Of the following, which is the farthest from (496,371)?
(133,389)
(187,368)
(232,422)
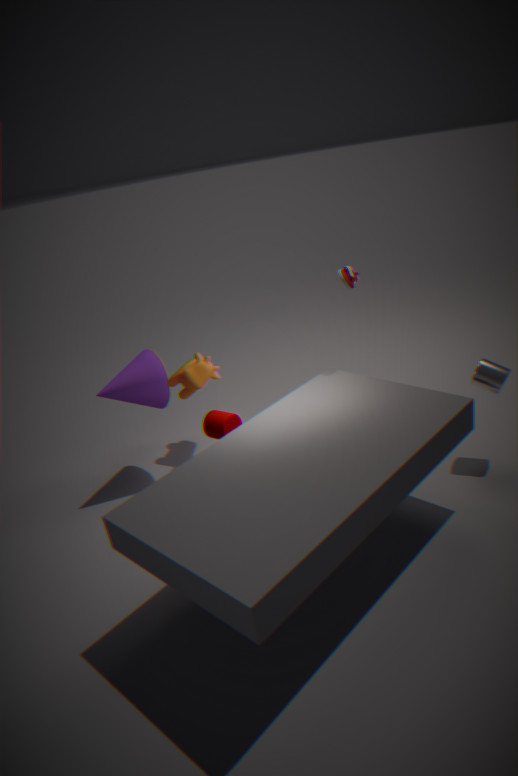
(133,389)
